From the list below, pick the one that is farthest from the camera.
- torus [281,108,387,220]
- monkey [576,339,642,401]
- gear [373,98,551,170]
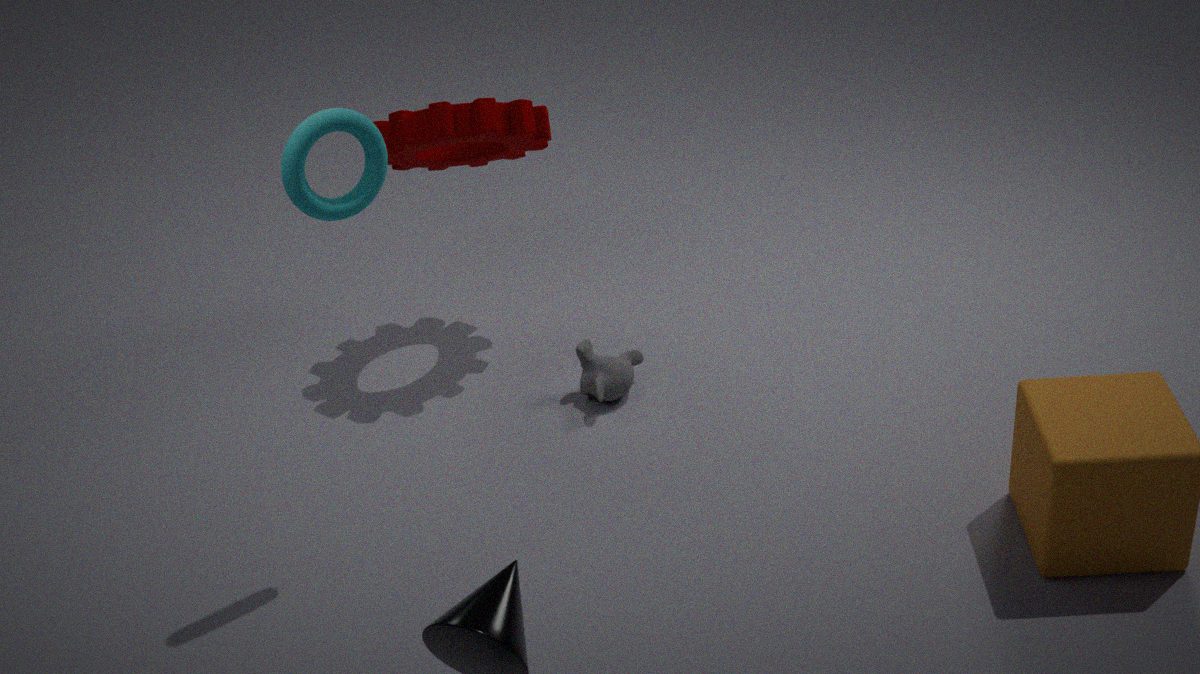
monkey [576,339,642,401]
